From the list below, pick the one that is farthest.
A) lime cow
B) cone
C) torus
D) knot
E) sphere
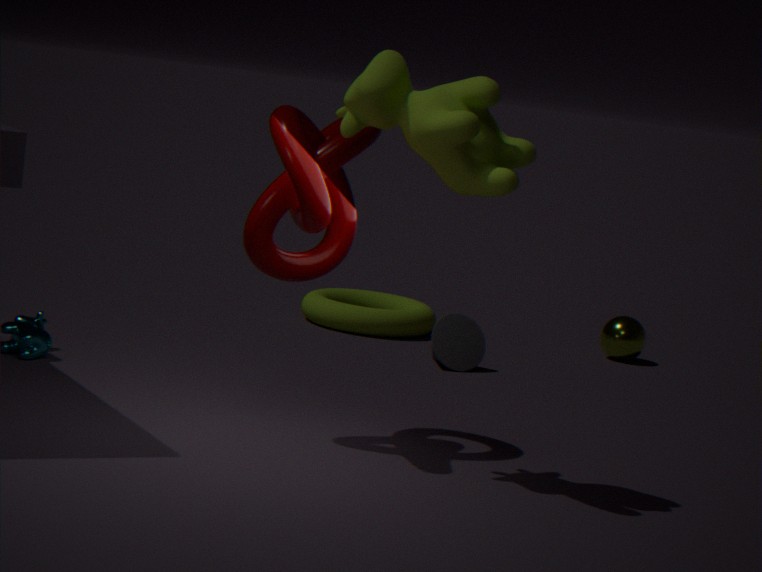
sphere
